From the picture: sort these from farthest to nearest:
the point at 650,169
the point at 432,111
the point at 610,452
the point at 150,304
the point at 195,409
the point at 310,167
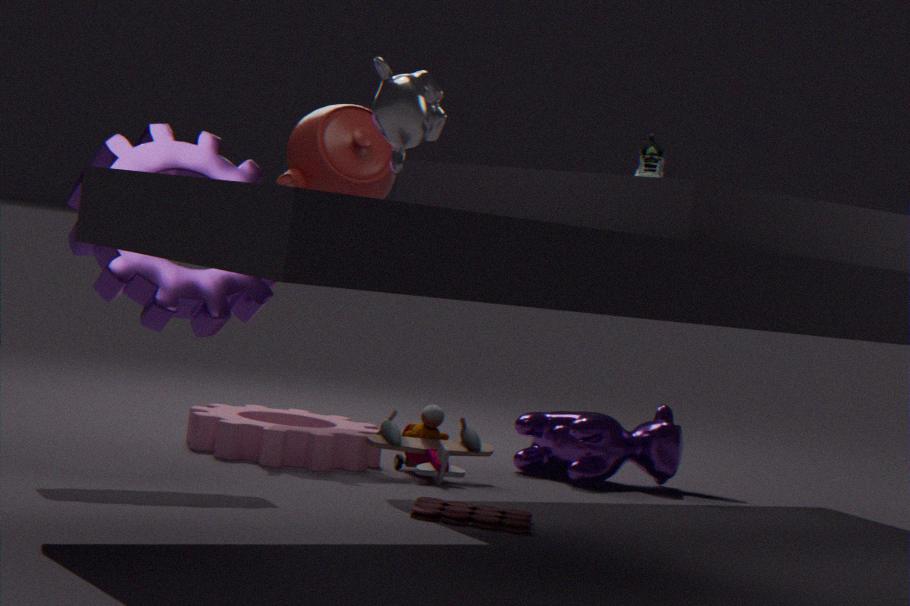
the point at 610,452 → the point at 310,167 → the point at 195,409 → the point at 650,169 → the point at 150,304 → the point at 432,111
